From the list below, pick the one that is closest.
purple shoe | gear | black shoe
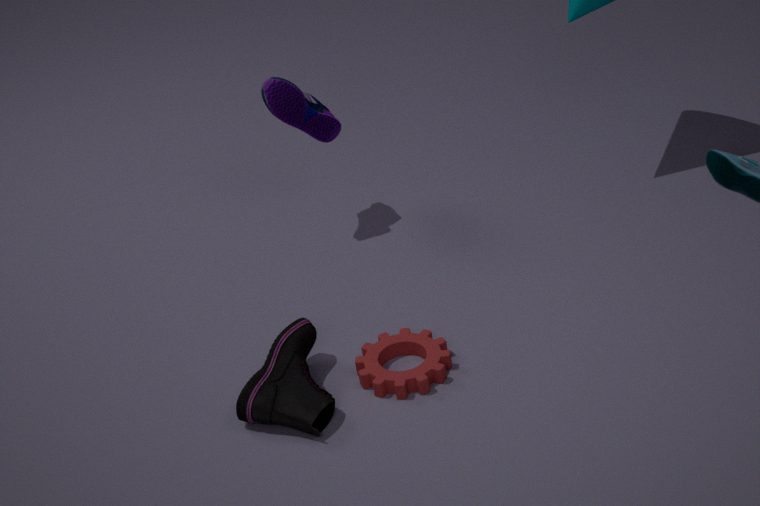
black shoe
